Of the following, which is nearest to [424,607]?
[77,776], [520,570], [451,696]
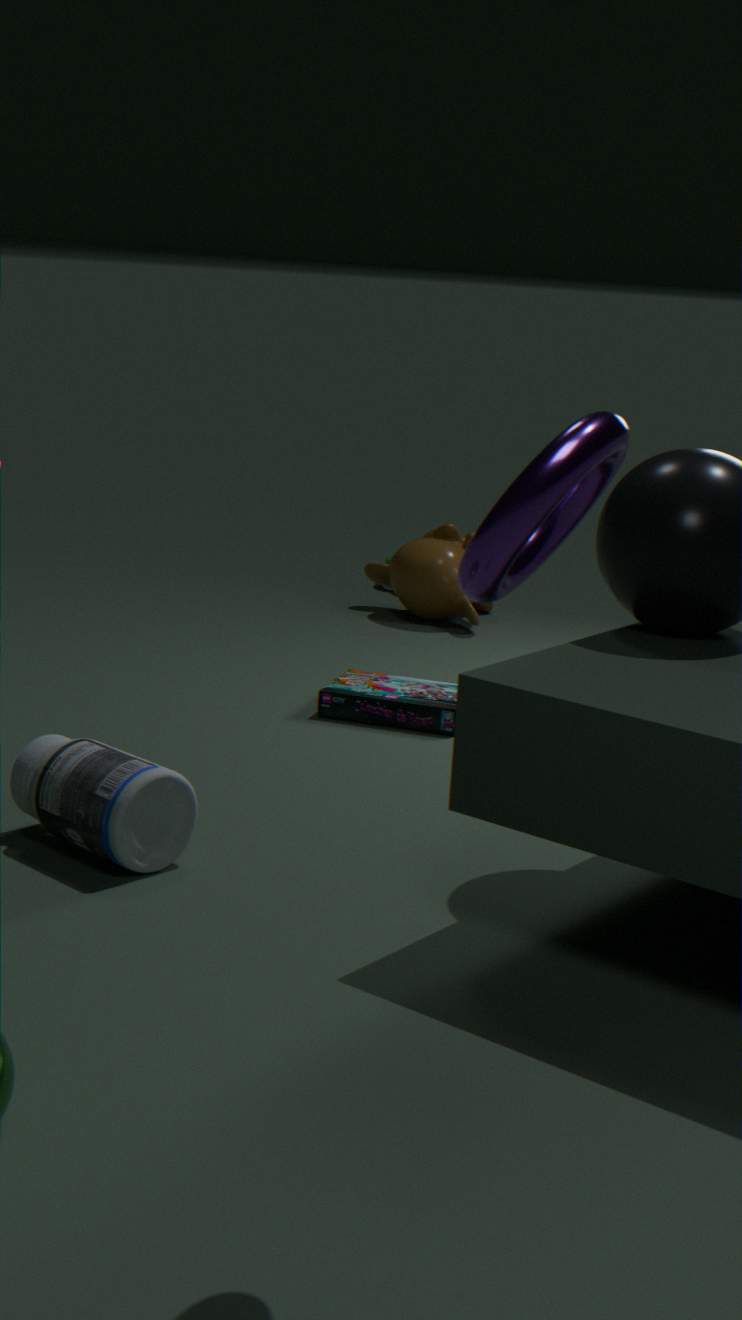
[451,696]
